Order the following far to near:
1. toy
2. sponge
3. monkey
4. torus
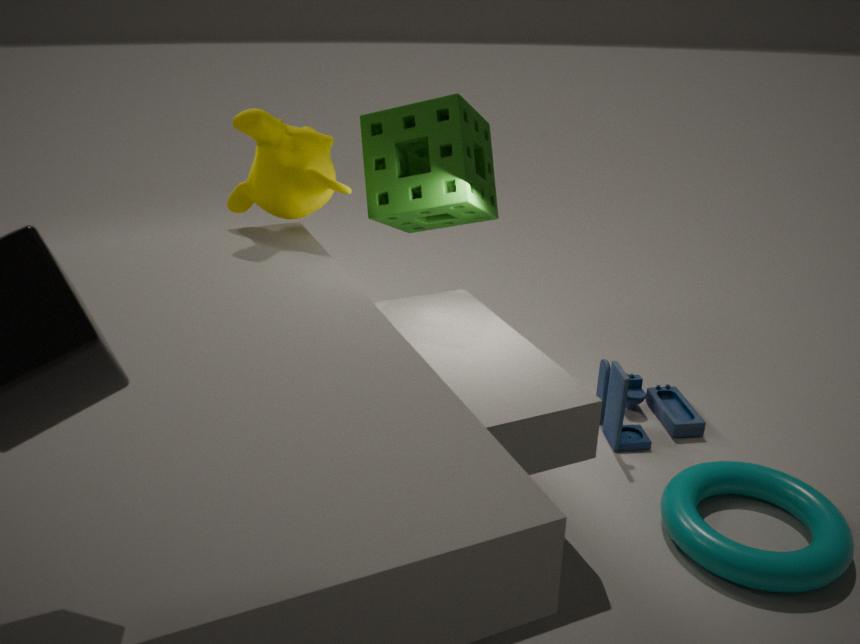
toy → sponge → monkey → torus
